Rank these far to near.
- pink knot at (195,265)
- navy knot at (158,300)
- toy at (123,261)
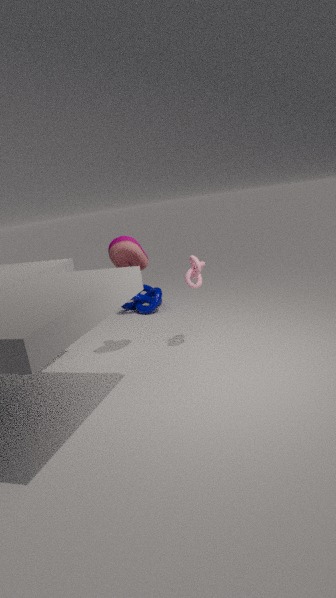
navy knot at (158,300)
pink knot at (195,265)
toy at (123,261)
